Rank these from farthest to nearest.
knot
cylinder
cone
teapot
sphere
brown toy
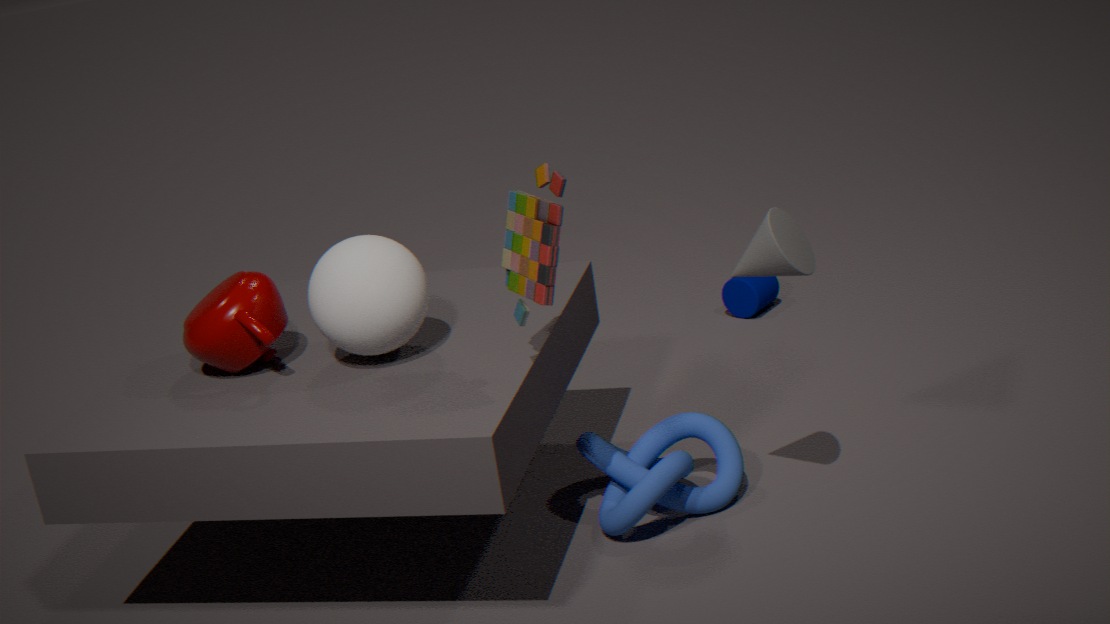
cylinder < knot < teapot < sphere < cone < brown toy
